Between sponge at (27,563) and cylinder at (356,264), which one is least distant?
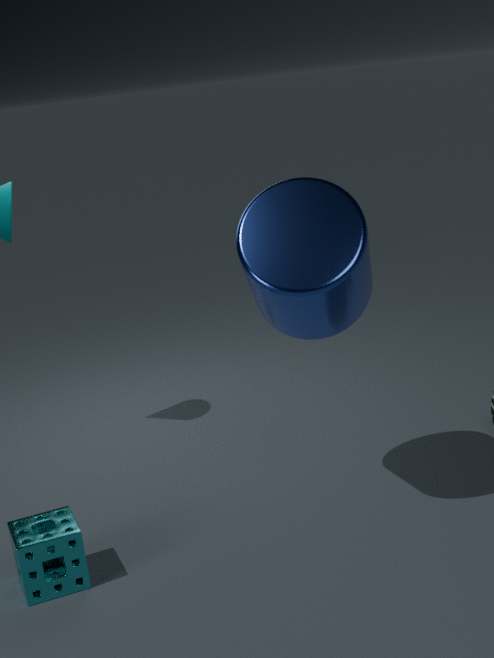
cylinder at (356,264)
